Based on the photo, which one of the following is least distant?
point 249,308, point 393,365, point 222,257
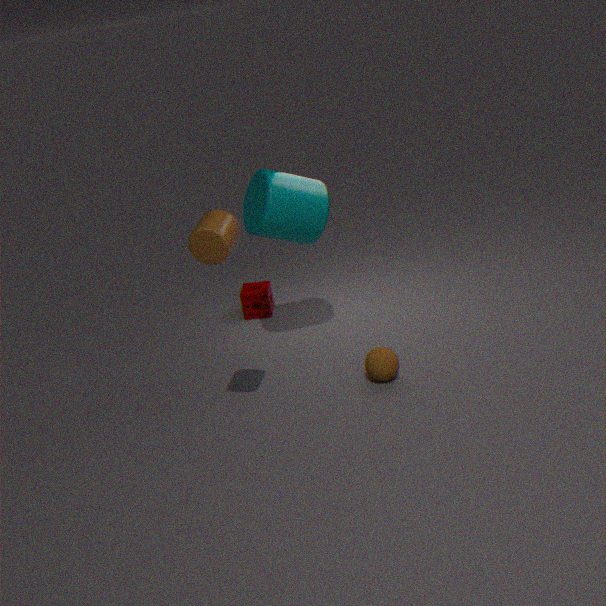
point 222,257
